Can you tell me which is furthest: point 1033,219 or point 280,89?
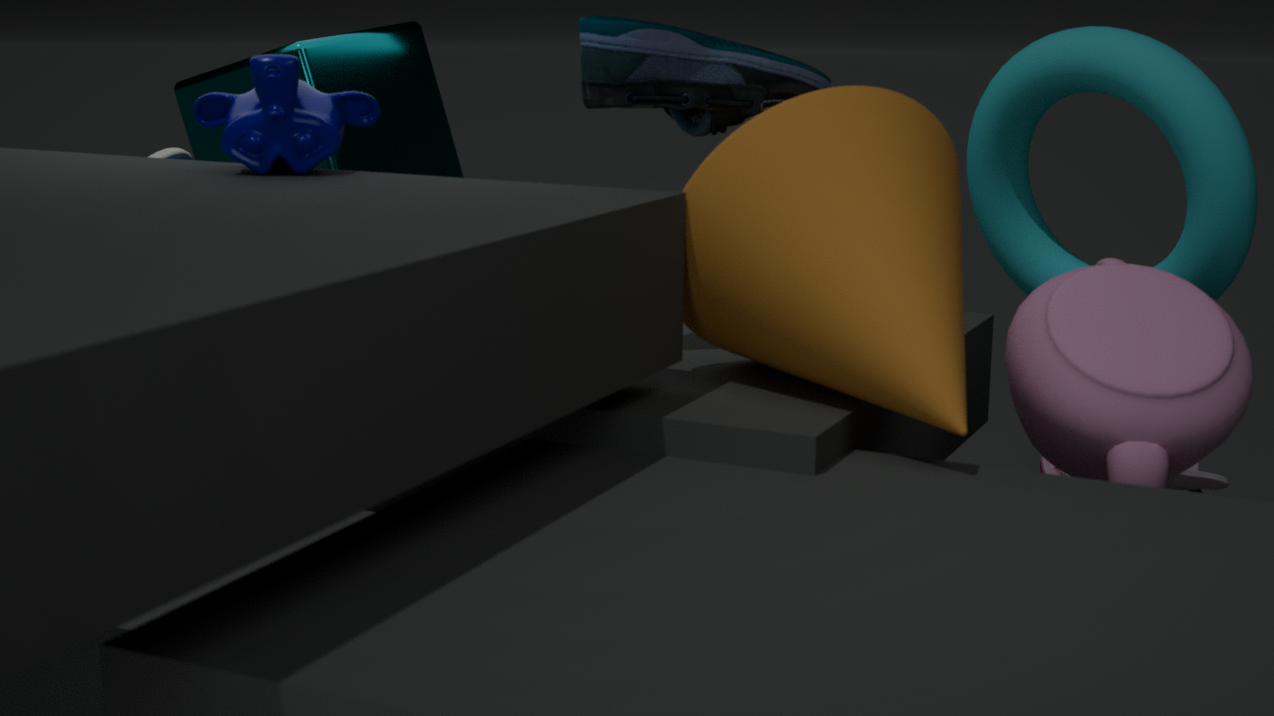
point 1033,219
